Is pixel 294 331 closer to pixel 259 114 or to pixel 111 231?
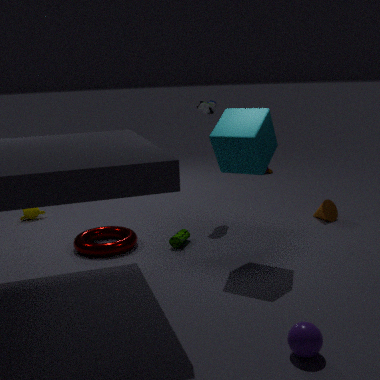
pixel 259 114
